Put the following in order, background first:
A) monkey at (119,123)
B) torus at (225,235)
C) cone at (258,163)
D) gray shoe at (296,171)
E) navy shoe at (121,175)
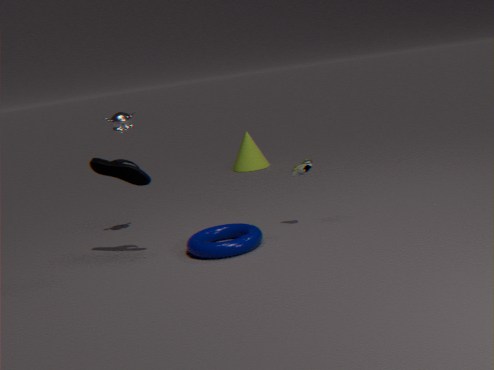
cone at (258,163) → monkey at (119,123) → gray shoe at (296,171) → navy shoe at (121,175) → torus at (225,235)
